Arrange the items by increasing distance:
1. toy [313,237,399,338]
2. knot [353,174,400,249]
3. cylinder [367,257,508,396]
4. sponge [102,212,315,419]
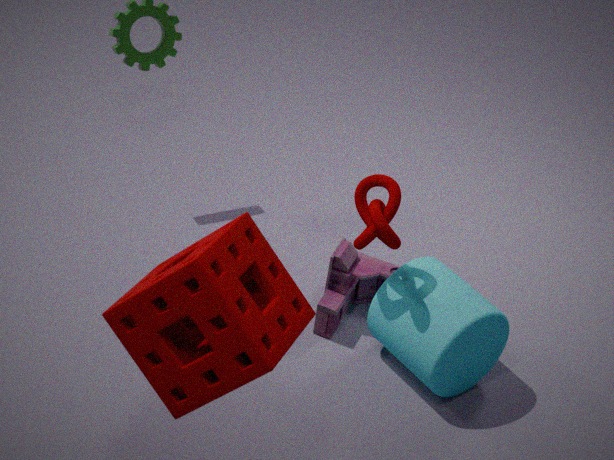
sponge [102,212,315,419], knot [353,174,400,249], cylinder [367,257,508,396], toy [313,237,399,338]
